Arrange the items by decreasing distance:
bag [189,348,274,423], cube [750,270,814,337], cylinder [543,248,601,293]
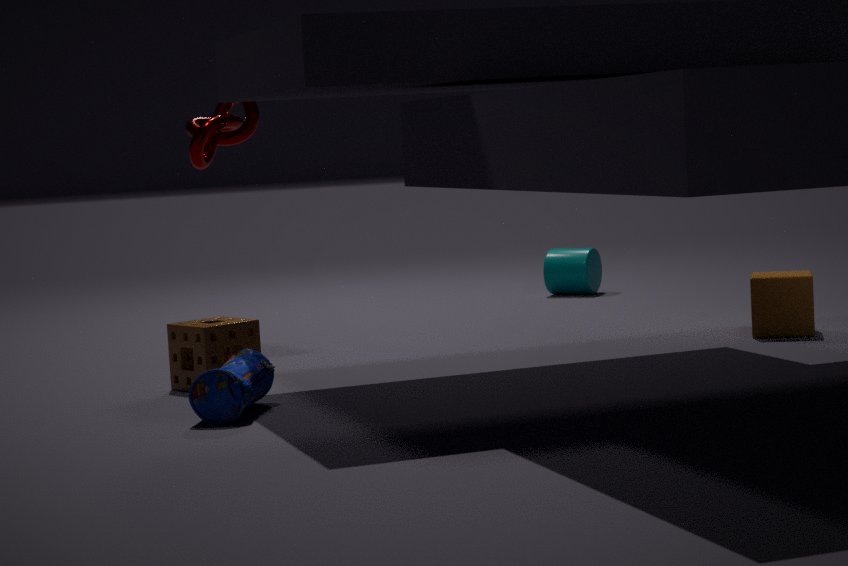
cylinder [543,248,601,293] < cube [750,270,814,337] < bag [189,348,274,423]
